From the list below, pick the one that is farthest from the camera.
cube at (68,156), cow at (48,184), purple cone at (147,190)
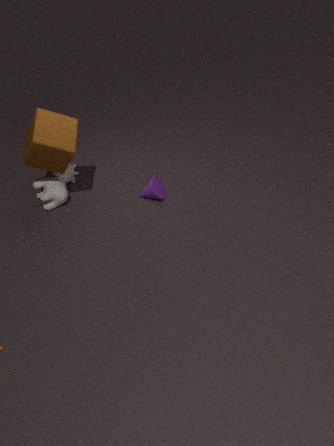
cow at (48,184)
